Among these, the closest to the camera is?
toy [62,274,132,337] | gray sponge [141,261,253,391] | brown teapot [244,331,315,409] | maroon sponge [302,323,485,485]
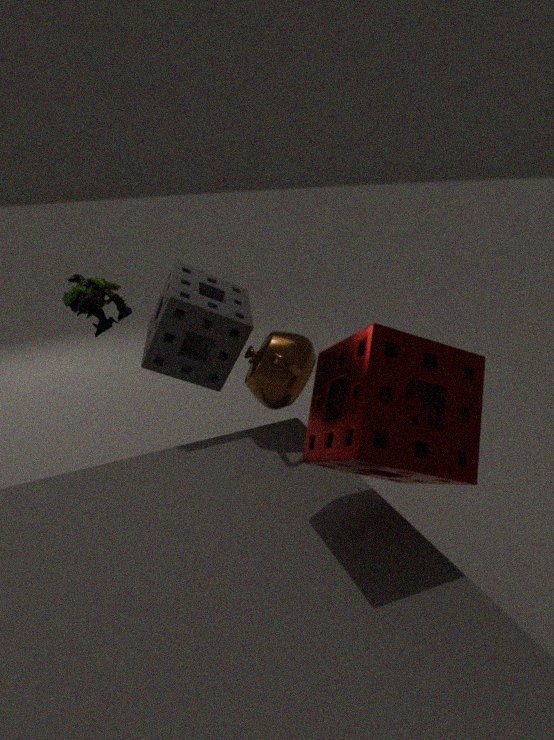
maroon sponge [302,323,485,485]
